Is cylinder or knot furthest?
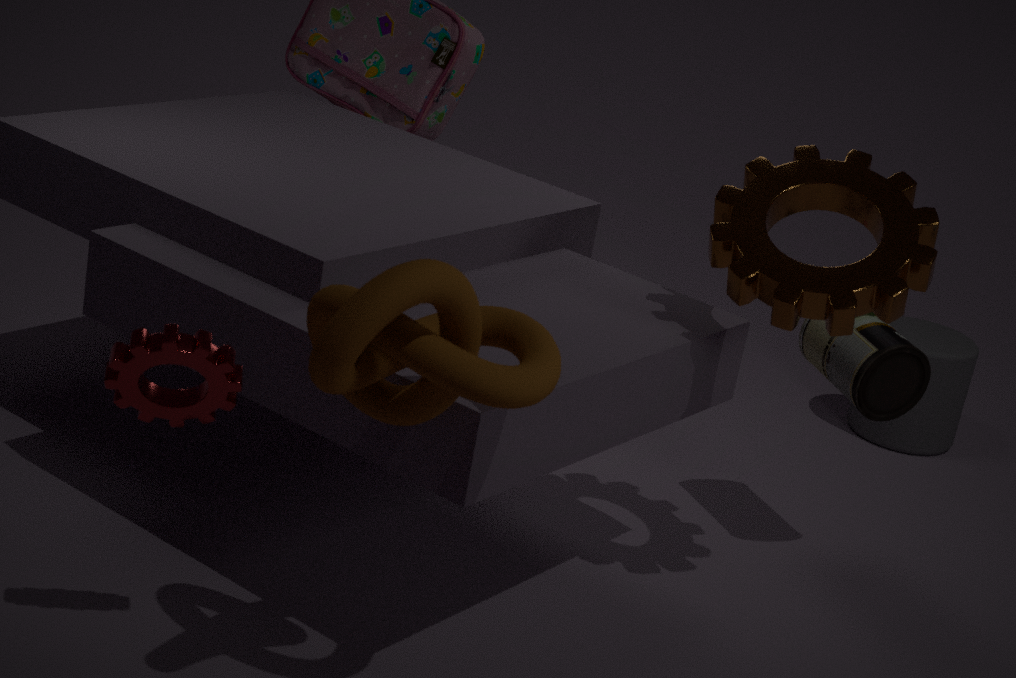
cylinder
